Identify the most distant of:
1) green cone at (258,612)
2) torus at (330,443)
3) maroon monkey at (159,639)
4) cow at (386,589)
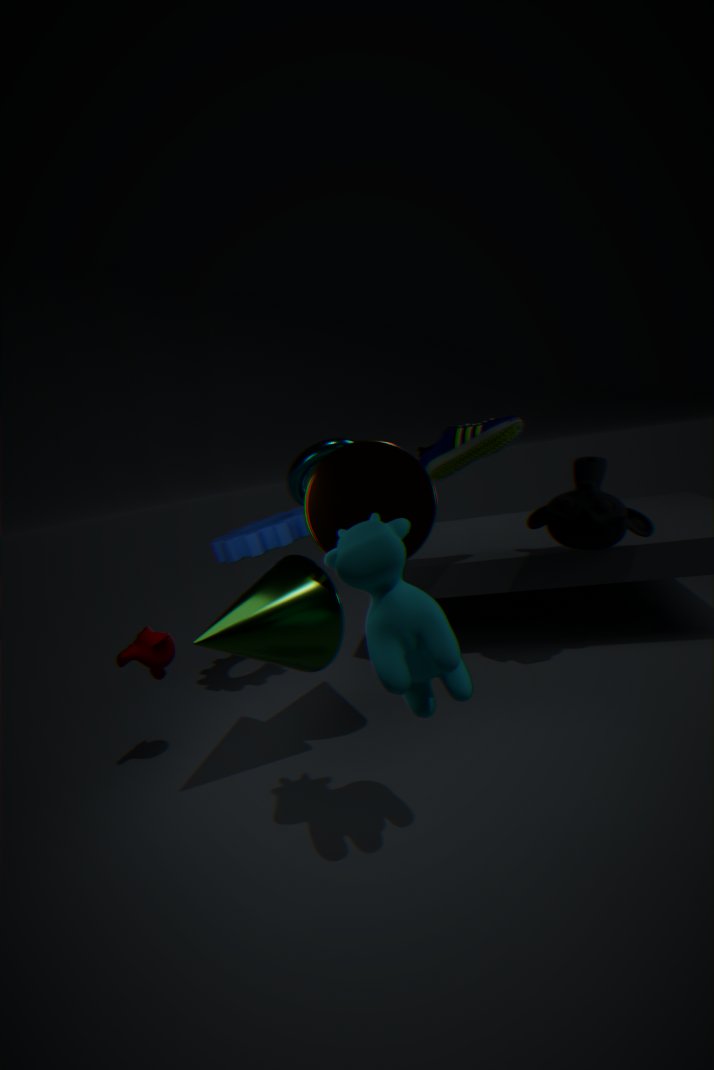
2
